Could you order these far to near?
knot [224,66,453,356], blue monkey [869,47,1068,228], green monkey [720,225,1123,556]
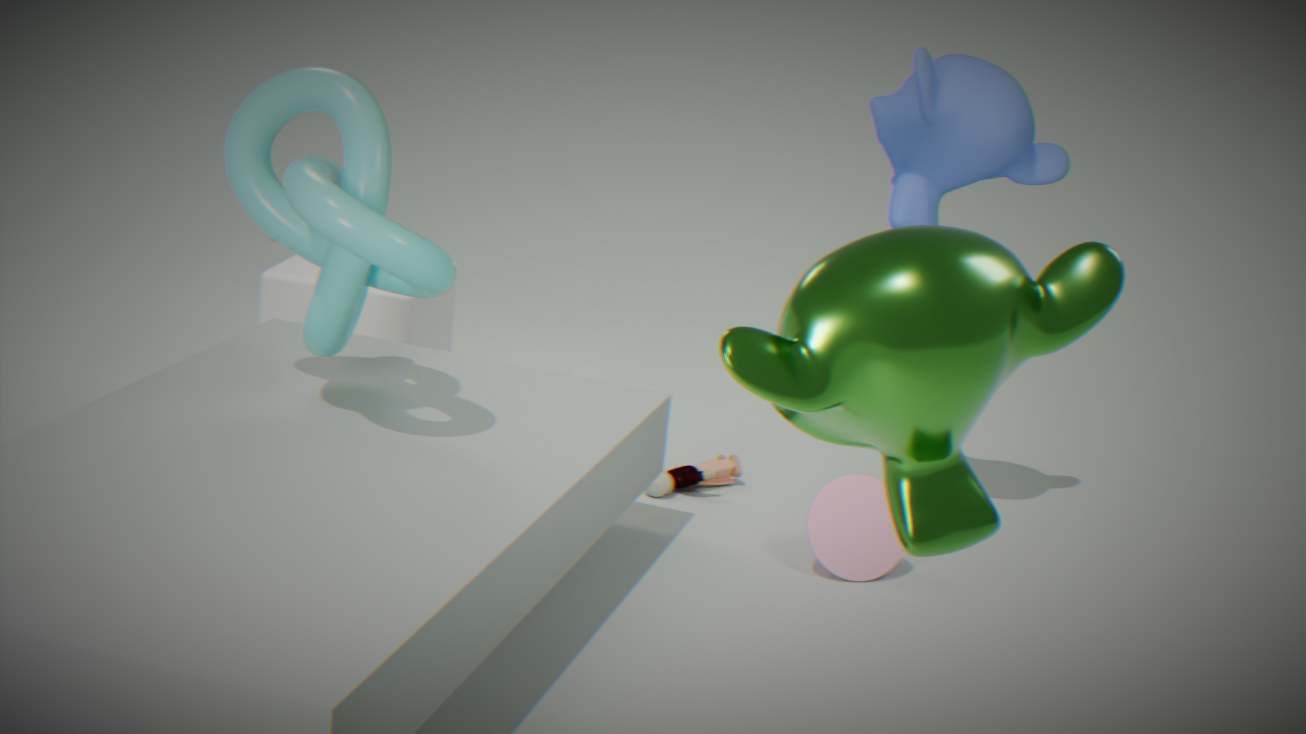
blue monkey [869,47,1068,228], knot [224,66,453,356], green monkey [720,225,1123,556]
